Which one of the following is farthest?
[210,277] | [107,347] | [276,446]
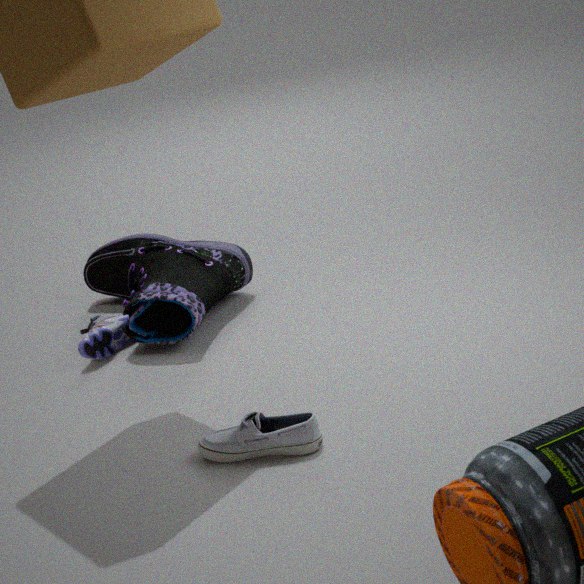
[210,277]
